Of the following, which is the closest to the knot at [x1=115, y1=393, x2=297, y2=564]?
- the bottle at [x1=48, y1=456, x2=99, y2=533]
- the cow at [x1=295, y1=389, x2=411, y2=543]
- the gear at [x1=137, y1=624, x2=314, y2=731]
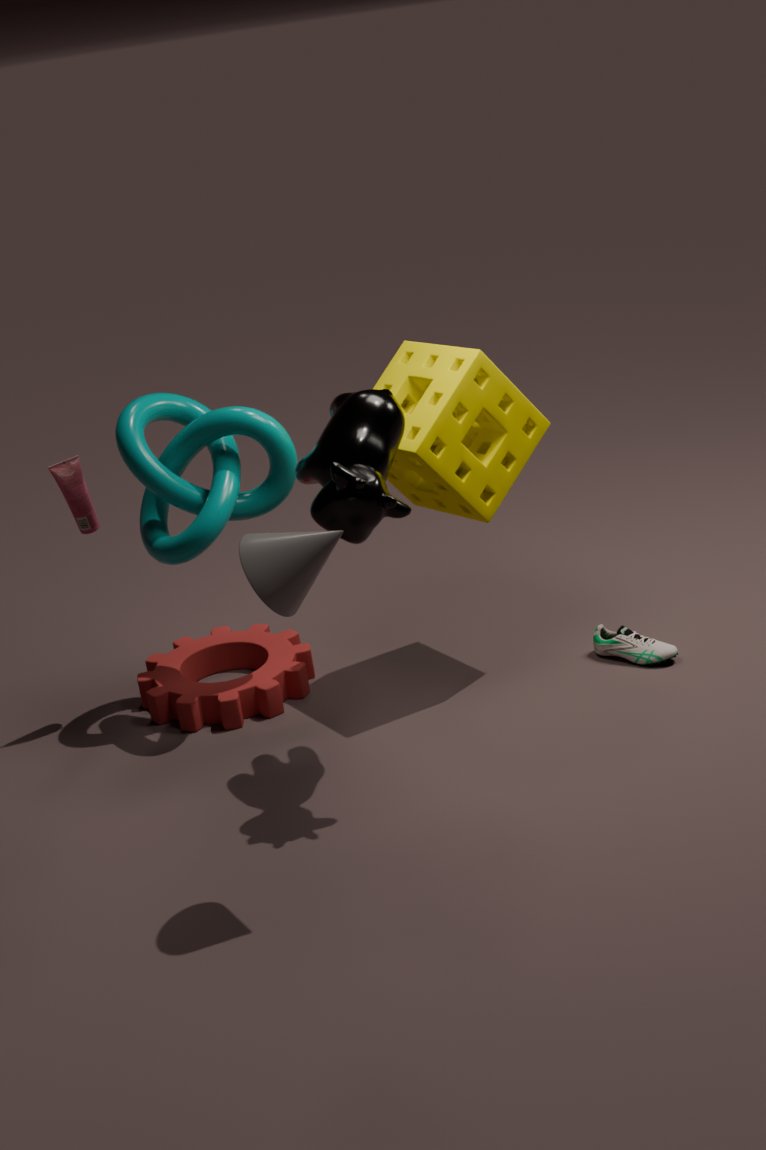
the bottle at [x1=48, y1=456, x2=99, y2=533]
